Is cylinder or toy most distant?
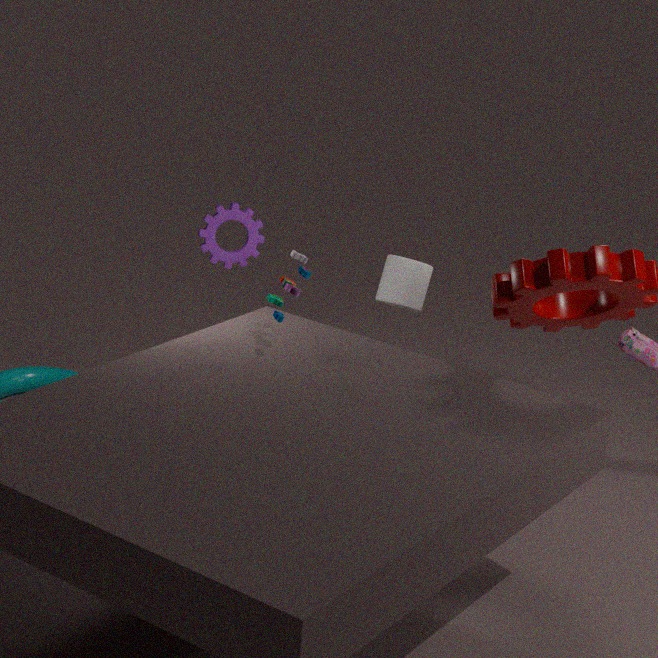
cylinder
